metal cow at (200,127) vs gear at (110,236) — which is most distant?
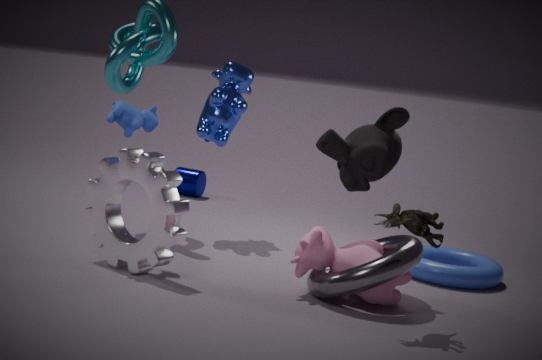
metal cow at (200,127)
